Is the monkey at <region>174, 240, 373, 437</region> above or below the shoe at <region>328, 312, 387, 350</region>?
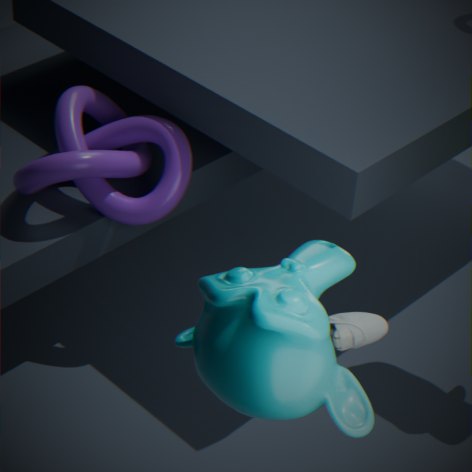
above
